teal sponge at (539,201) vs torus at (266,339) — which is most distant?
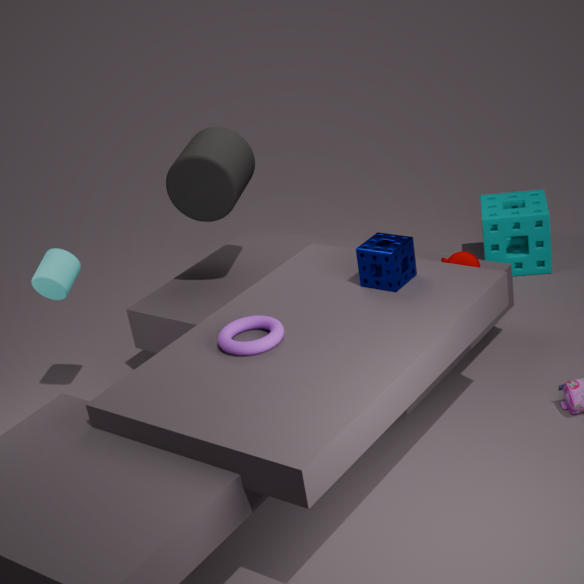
teal sponge at (539,201)
